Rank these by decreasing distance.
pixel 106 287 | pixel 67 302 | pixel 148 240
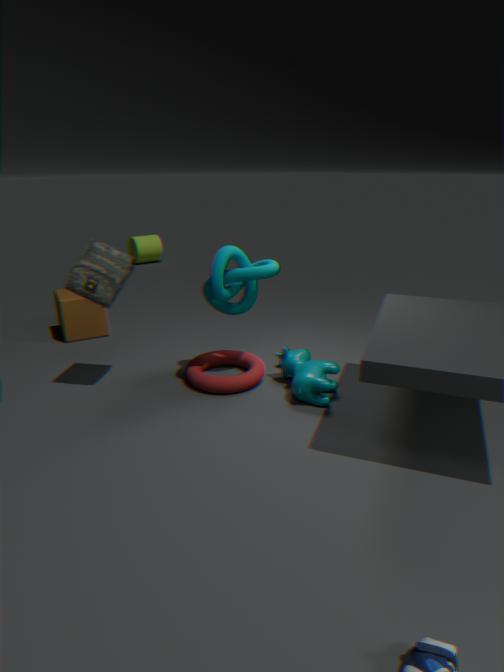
1. pixel 148 240
2. pixel 67 302
3. pixel 106 287
